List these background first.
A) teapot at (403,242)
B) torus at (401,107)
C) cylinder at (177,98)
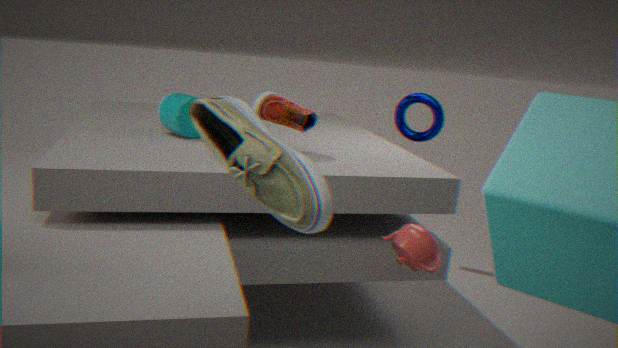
torus at (401,107)
cylinder at (177,98)
teapot at (403,242)
